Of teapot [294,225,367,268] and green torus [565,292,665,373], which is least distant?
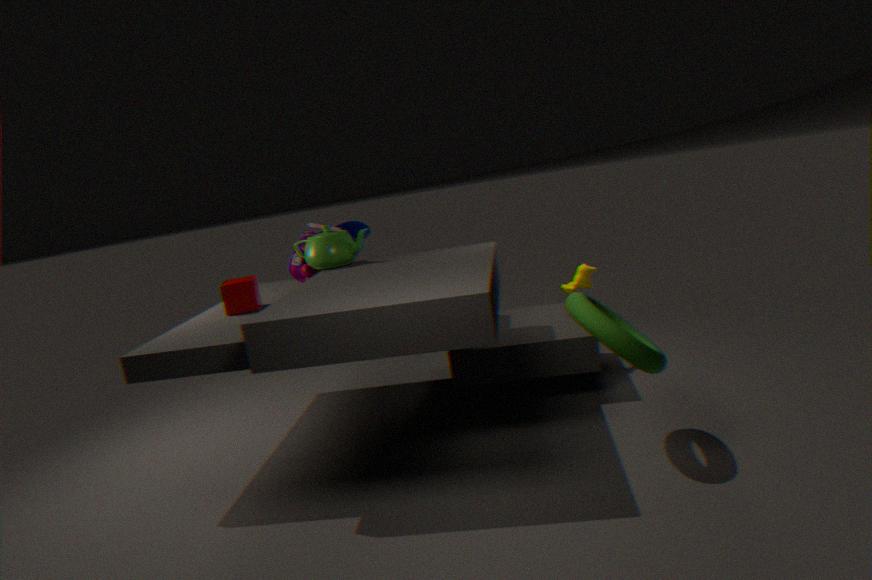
green torus [565,292,665,373]
